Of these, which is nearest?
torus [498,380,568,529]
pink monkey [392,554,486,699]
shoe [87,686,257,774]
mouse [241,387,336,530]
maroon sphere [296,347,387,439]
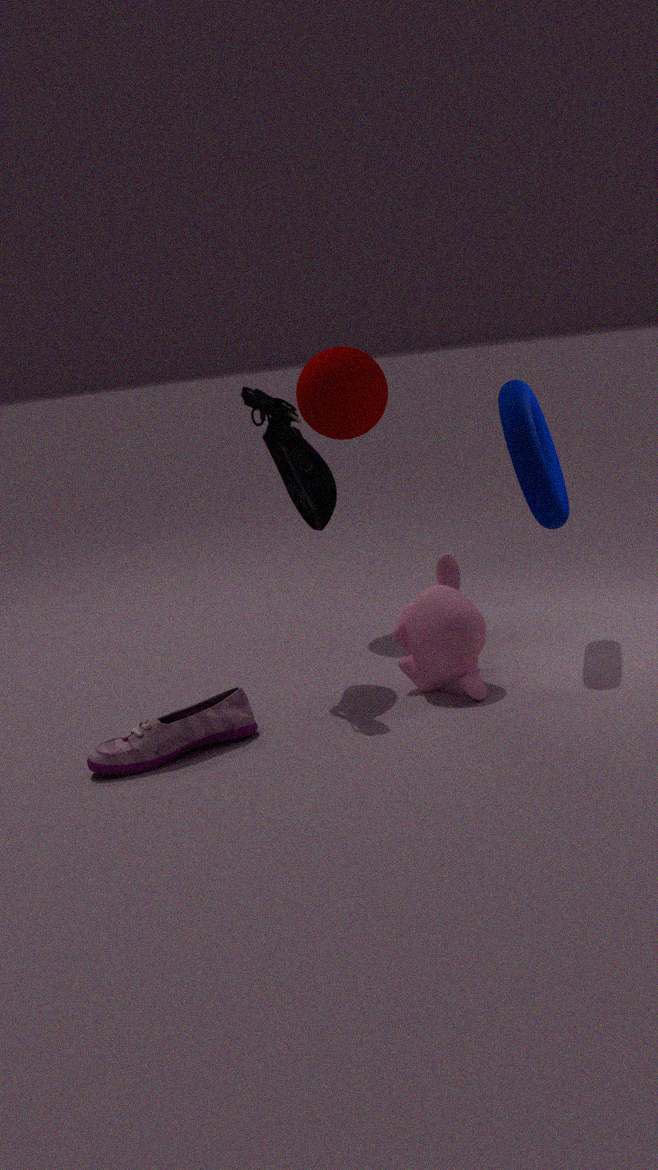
shoe [87,686,257,774]
